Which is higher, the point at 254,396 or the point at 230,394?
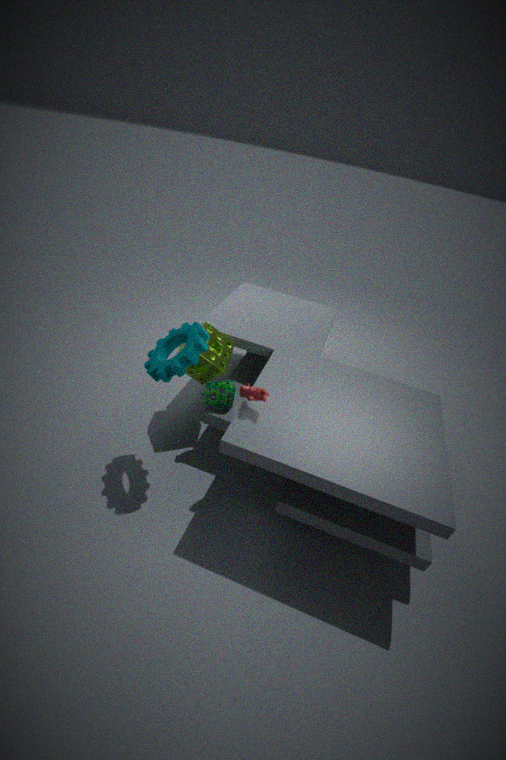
the point at 254,396
